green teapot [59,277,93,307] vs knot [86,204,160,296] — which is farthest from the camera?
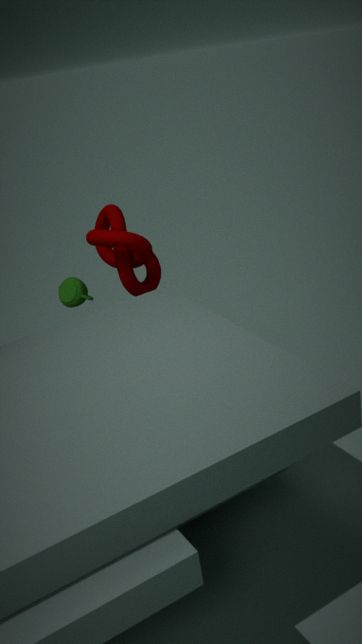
green teapot [59,277,93,307]
